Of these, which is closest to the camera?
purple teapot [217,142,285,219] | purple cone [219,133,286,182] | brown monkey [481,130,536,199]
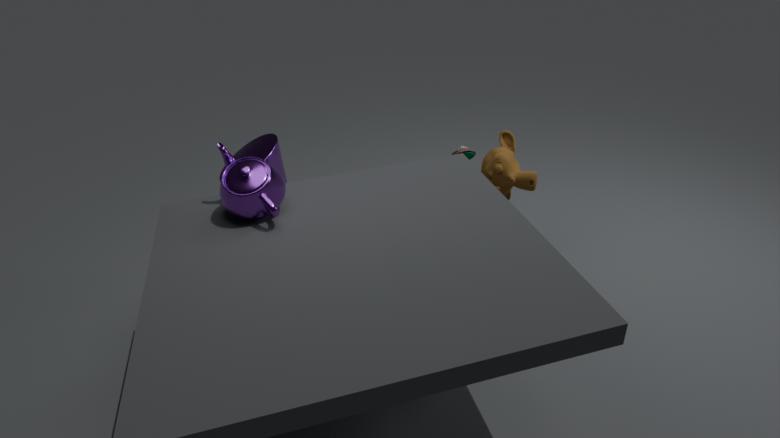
purple teapot [217,142,285,219]
